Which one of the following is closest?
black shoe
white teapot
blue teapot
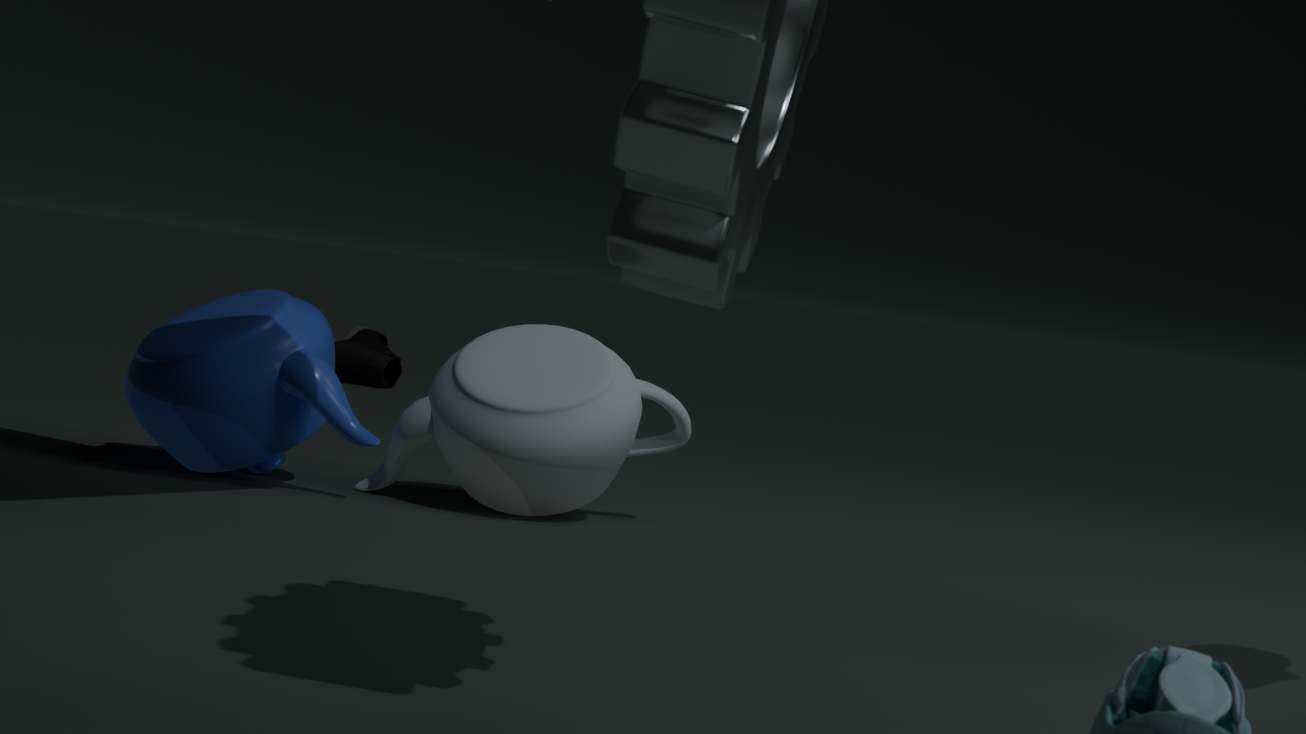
white teapot
